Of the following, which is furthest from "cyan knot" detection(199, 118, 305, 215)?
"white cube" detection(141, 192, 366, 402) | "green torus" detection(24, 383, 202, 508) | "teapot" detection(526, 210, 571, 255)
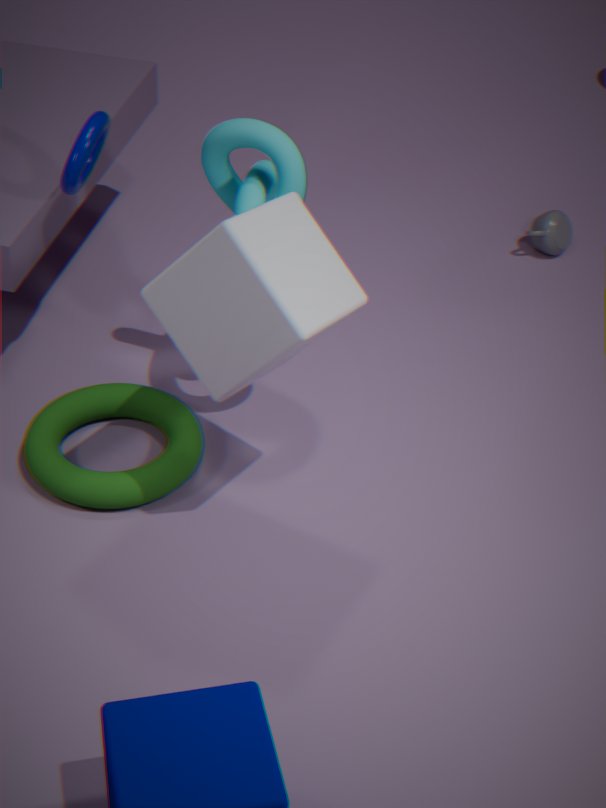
"teapot" detection(526, 210, 571, 255)
